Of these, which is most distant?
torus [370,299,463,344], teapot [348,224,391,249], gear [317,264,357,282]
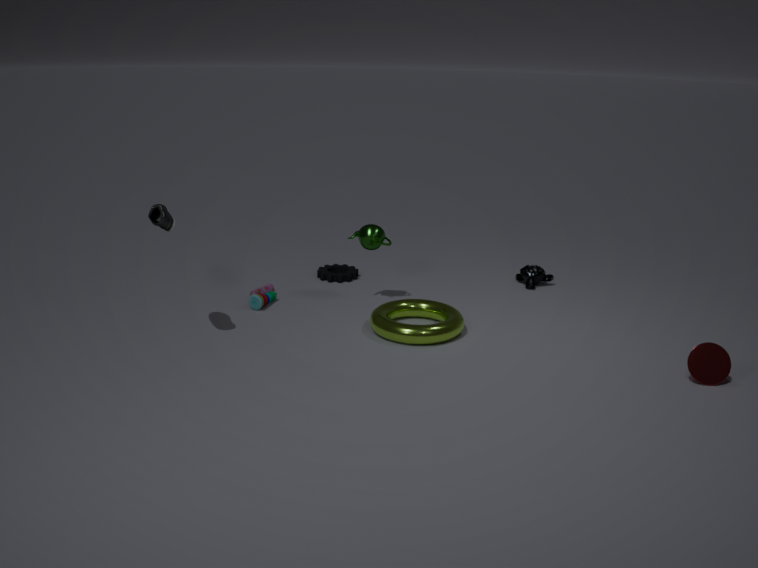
gear [317,264,357,282]
